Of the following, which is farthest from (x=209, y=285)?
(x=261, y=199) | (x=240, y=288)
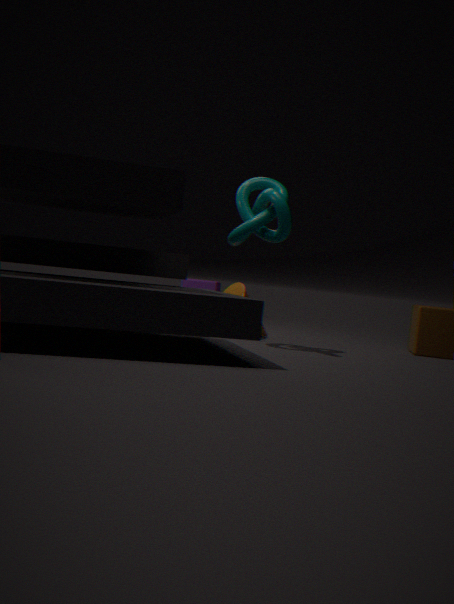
(x=261, y=199)
